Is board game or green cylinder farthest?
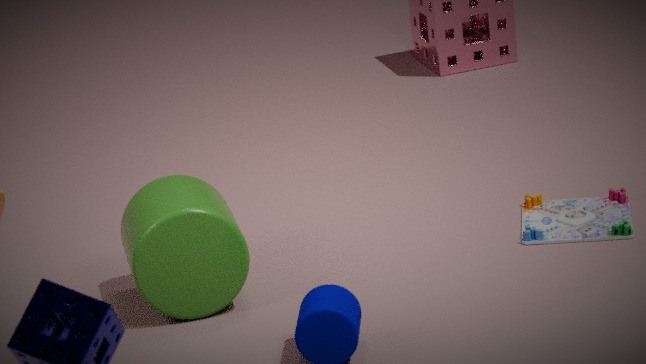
board game
